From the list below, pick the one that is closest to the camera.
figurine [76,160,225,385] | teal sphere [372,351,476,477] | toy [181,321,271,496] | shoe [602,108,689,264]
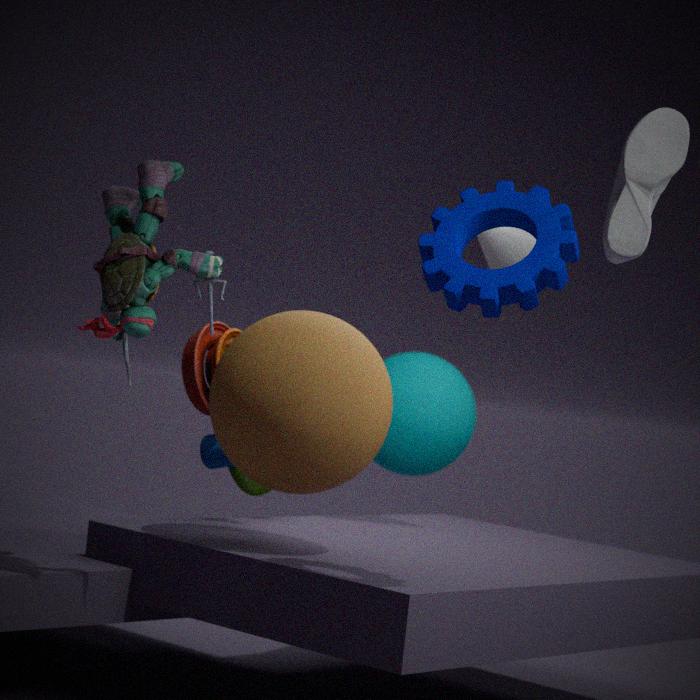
shoe [602,108,689,264]
